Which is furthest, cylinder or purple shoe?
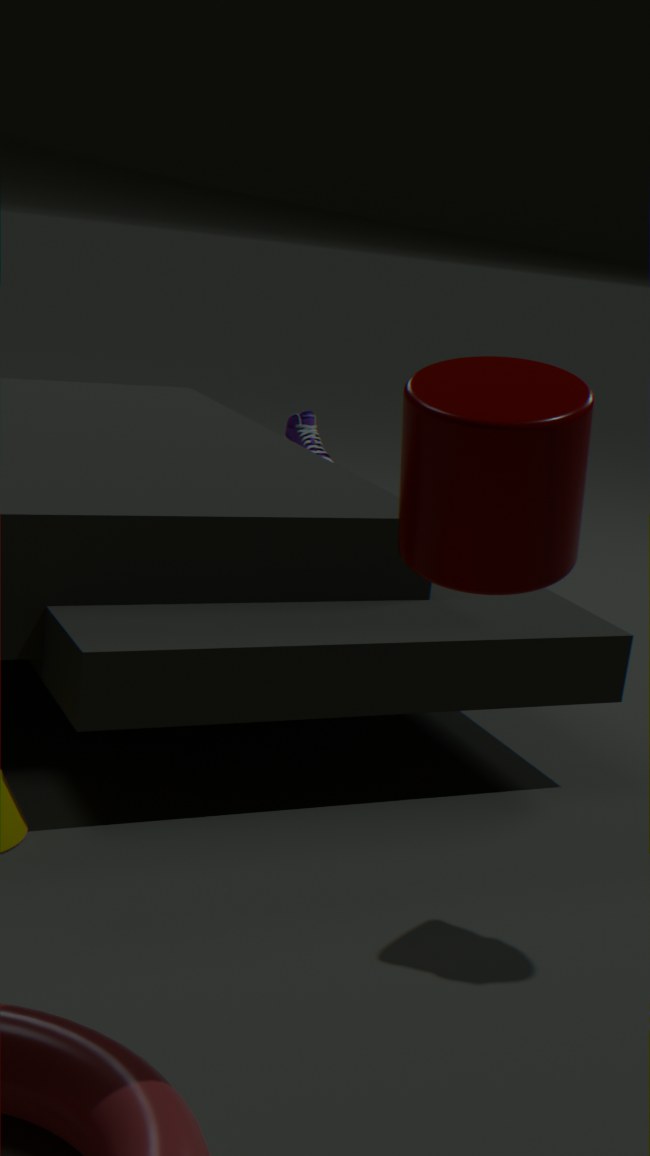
purple shoe
